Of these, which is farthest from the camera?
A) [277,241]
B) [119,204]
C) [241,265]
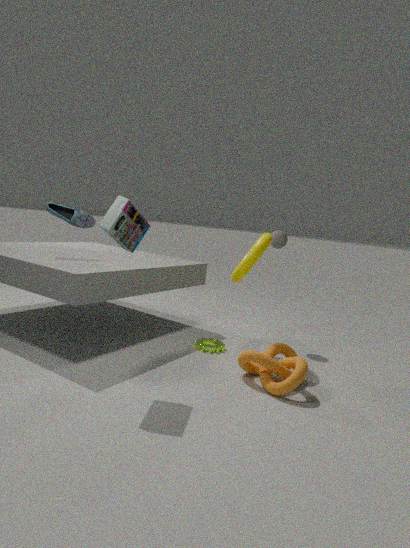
[277,241]
